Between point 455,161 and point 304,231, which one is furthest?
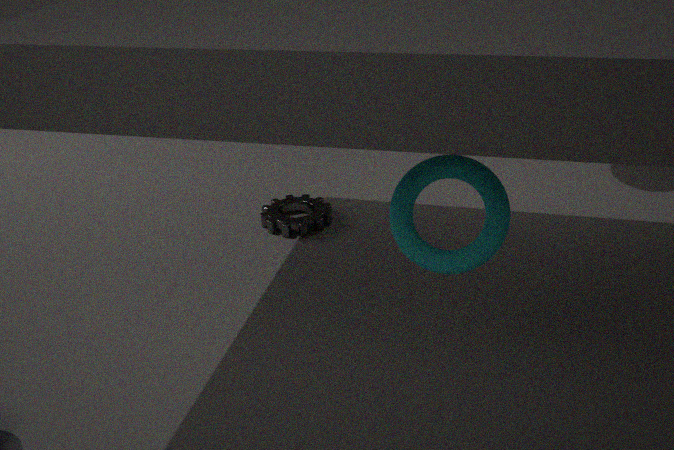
point 304,231
